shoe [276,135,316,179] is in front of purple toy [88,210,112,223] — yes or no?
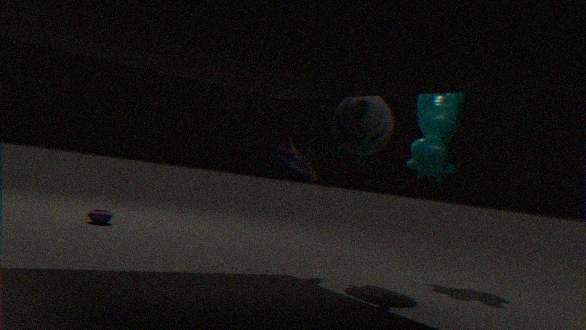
Yes
